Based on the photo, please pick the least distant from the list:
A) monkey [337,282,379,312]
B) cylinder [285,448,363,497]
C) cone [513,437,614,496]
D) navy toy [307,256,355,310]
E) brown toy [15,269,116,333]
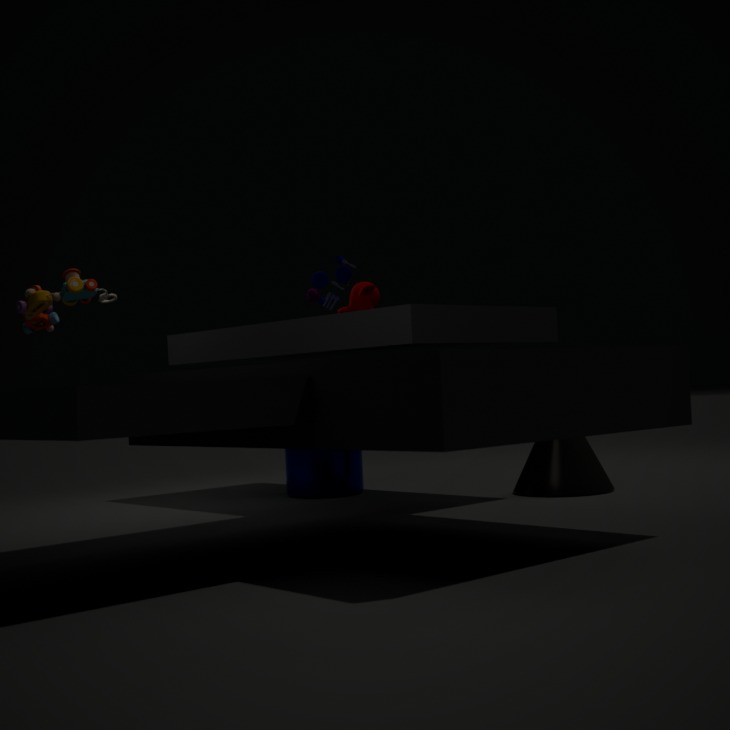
E. brown toy [15,269,116,333]
